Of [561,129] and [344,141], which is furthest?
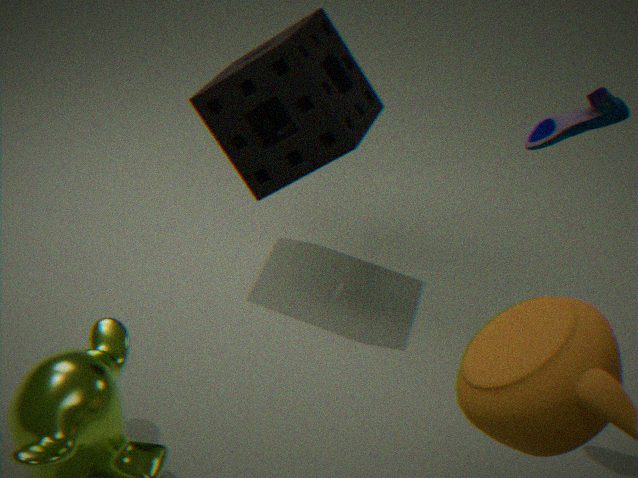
[344,141]
